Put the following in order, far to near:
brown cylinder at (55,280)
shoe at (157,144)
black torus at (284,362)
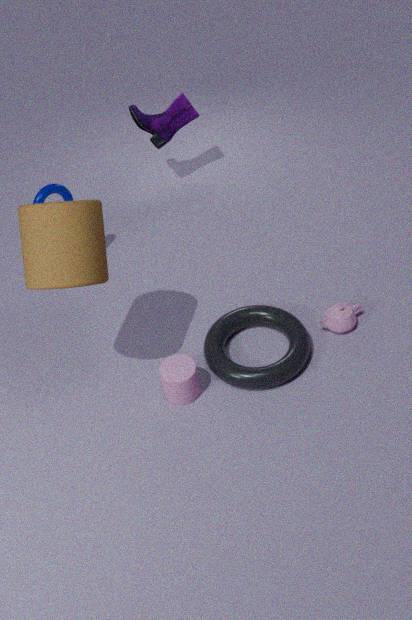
shoe at (157,144)
black torus at (284,362)
brown cylinder at (55,280)
